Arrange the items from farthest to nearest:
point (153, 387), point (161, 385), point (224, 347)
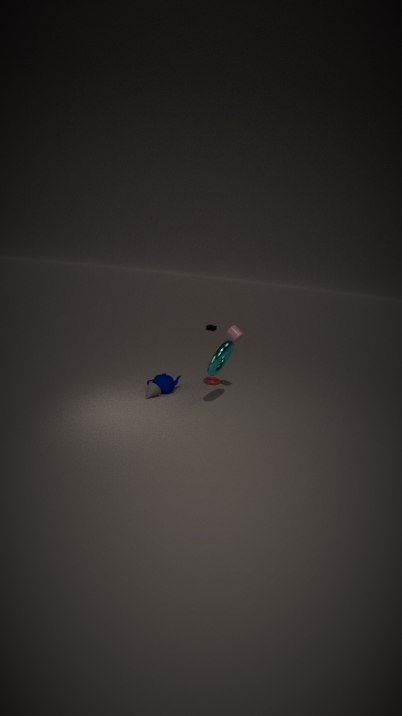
point (161, 385), point (153, 387), point (224, 347)
